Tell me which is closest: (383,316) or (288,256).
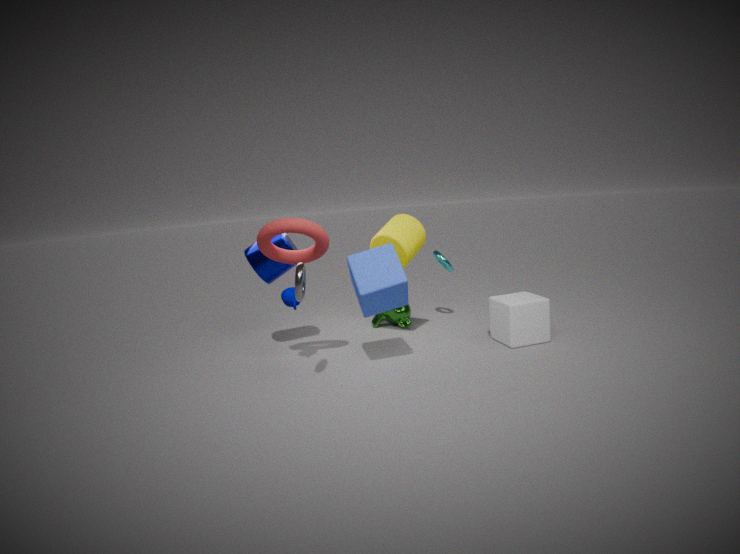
(288,256)
